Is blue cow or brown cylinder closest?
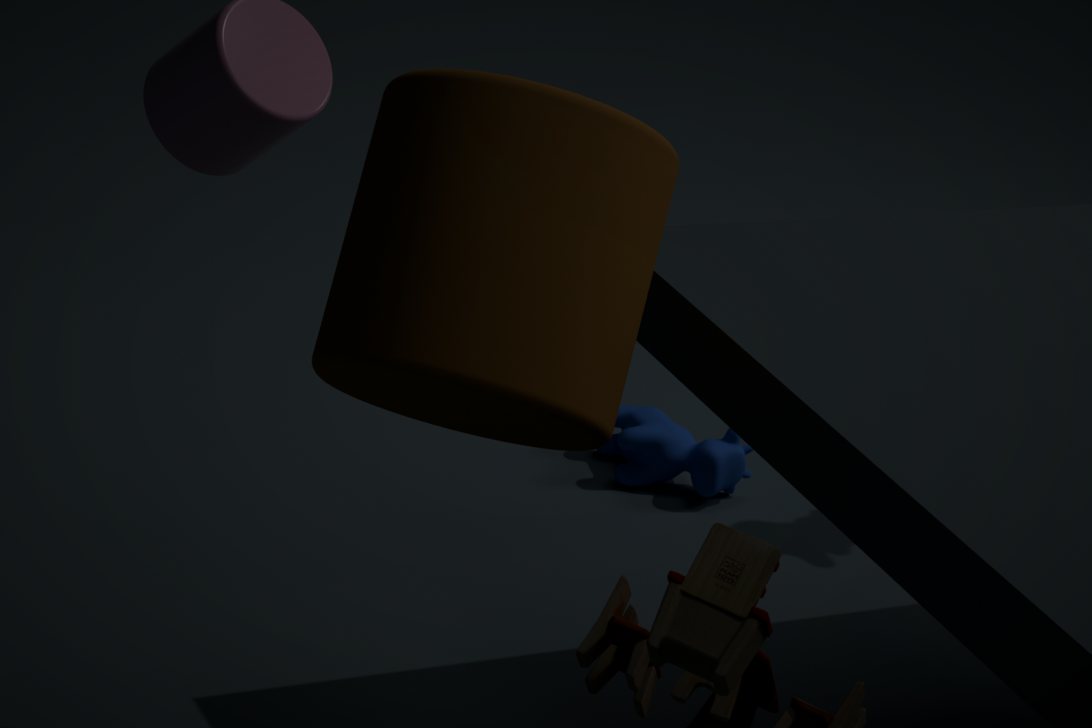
brown cylinder
